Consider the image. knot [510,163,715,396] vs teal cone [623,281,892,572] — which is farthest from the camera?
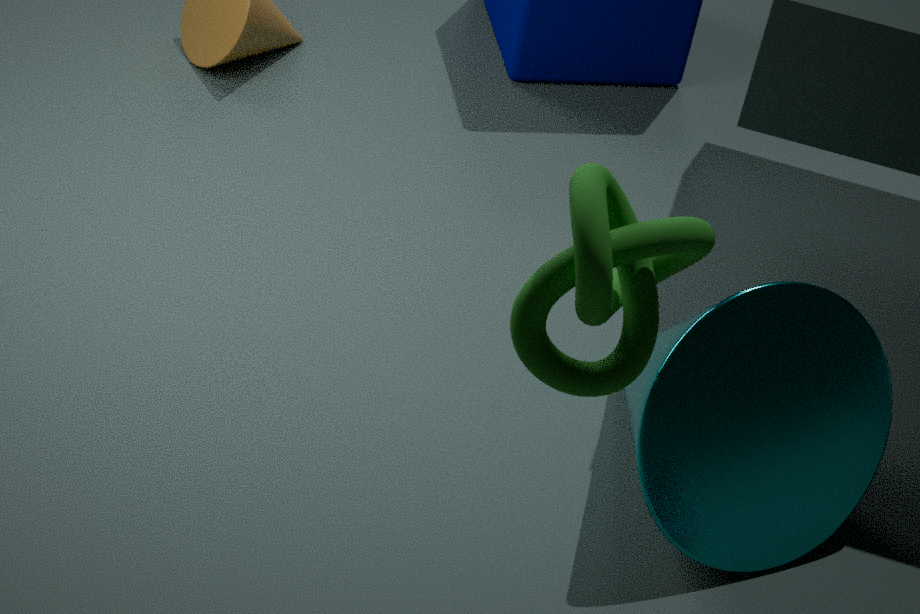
teal cone [623,281,892,572]
